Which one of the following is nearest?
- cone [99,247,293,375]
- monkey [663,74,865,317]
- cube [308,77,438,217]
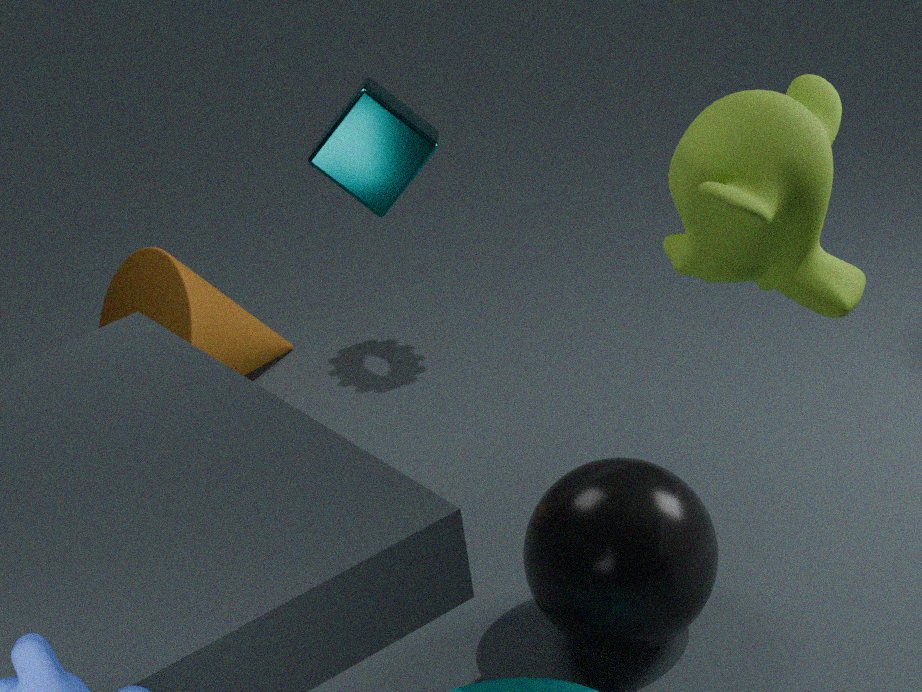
monkey [663,74,865,317]
